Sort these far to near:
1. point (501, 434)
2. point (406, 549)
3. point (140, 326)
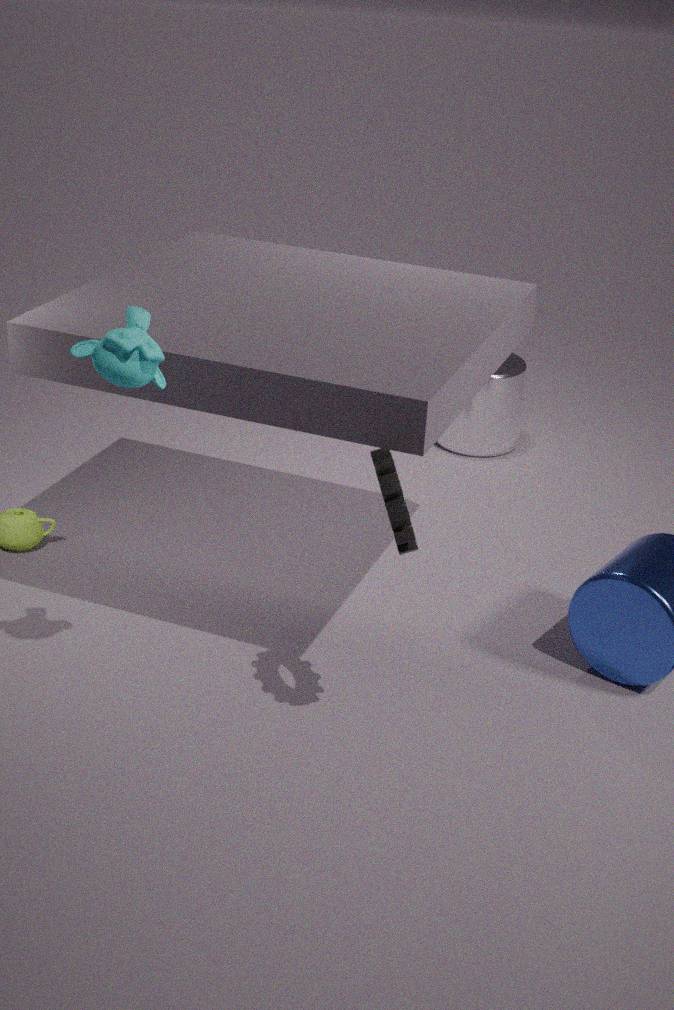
point (501, 434) < point (406, 549) < point (140, 326)
